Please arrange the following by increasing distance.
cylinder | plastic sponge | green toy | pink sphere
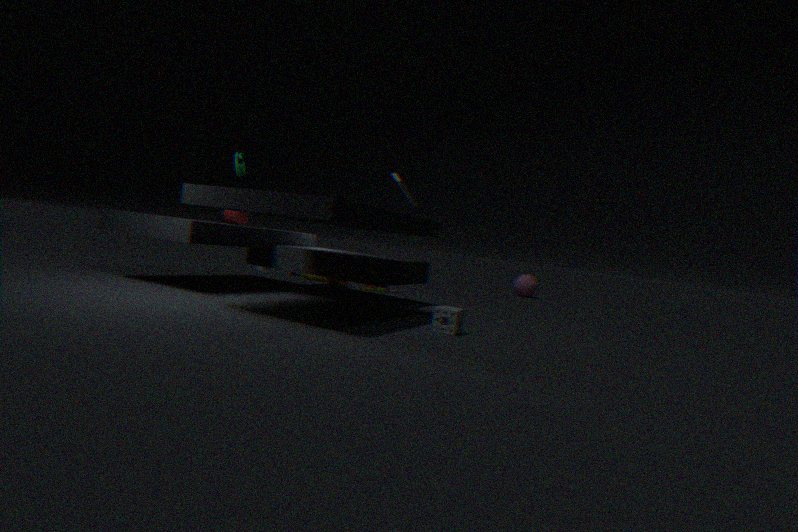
plastic sponge, green toy, cylinder, pink sphere
